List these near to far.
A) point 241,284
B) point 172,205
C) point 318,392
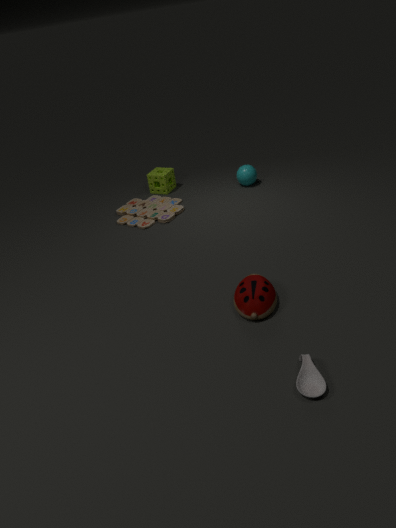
point 318,392 < point 241,284 < point 172,205
